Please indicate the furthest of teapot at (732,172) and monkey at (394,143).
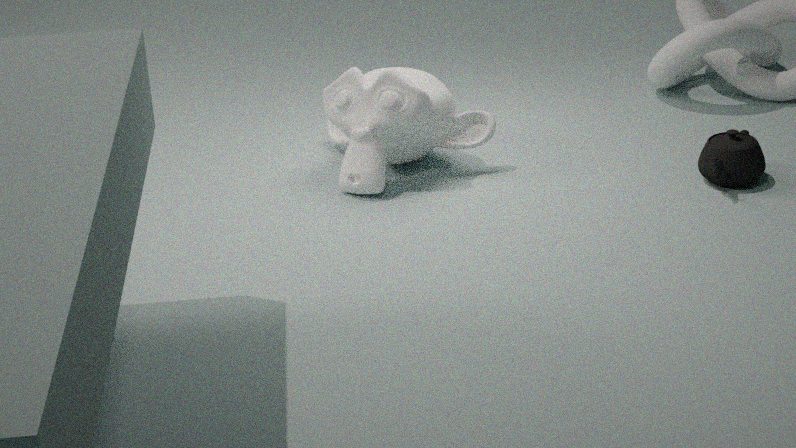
monkey at (394,143)
